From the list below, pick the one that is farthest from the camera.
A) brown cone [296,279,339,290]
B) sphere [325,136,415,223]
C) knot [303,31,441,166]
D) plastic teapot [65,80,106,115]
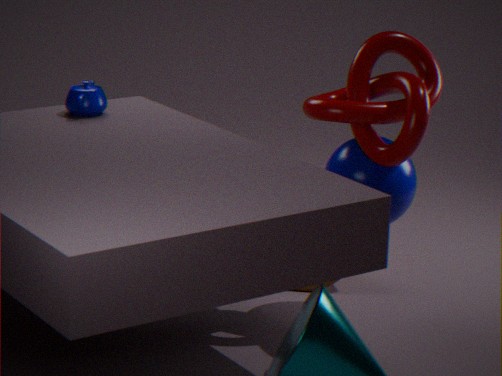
brown cone [296,279,339,290]
